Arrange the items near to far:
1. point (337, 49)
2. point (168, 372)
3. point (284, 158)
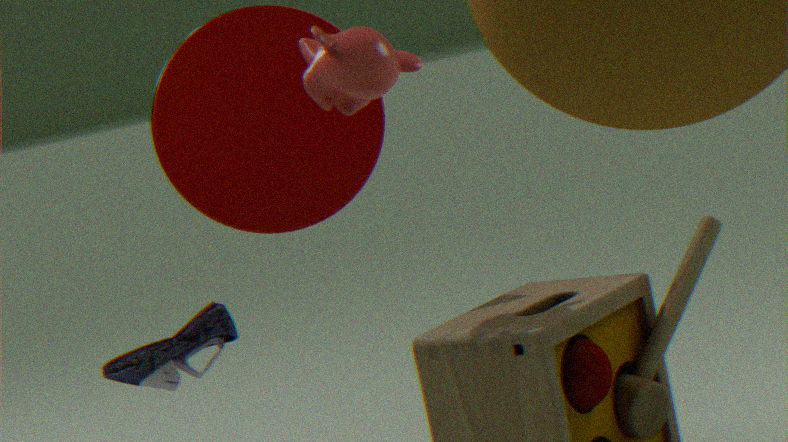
point (168, 372) → point (337, 49) → point (284, 158)
